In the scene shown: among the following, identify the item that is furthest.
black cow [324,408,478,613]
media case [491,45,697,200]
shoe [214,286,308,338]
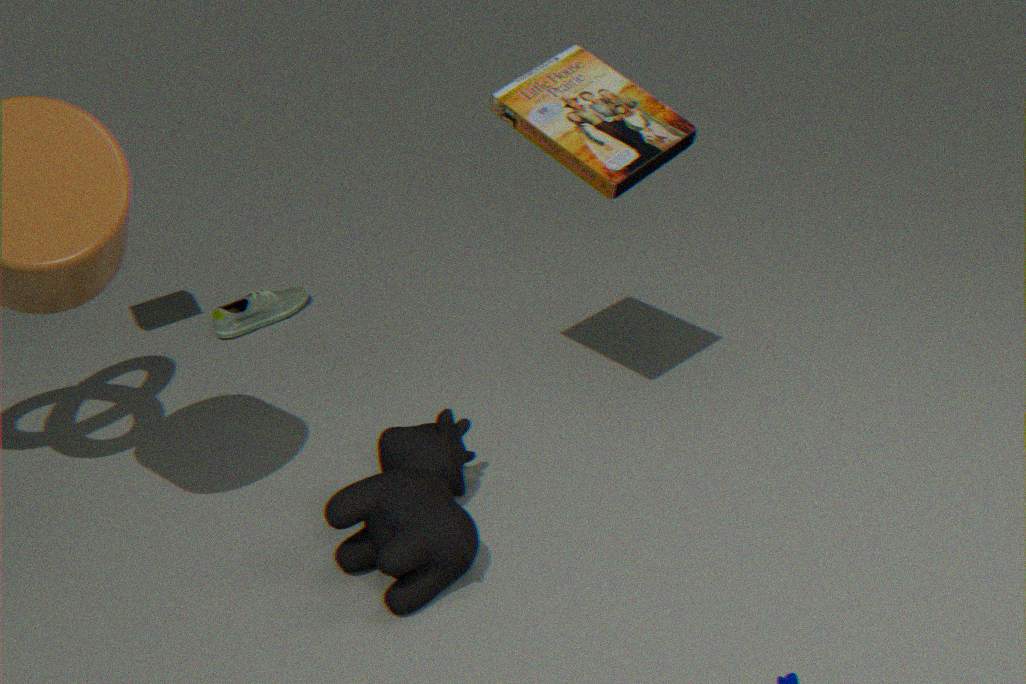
shoe [214,286,308,338]
